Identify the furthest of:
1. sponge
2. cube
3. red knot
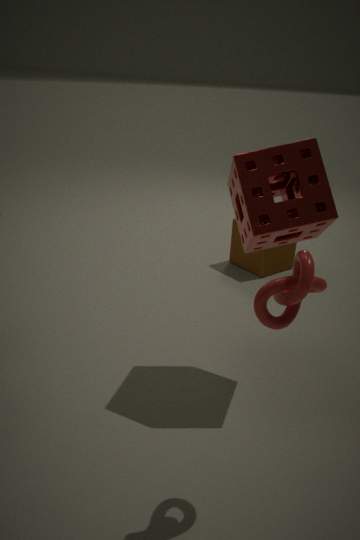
cube
